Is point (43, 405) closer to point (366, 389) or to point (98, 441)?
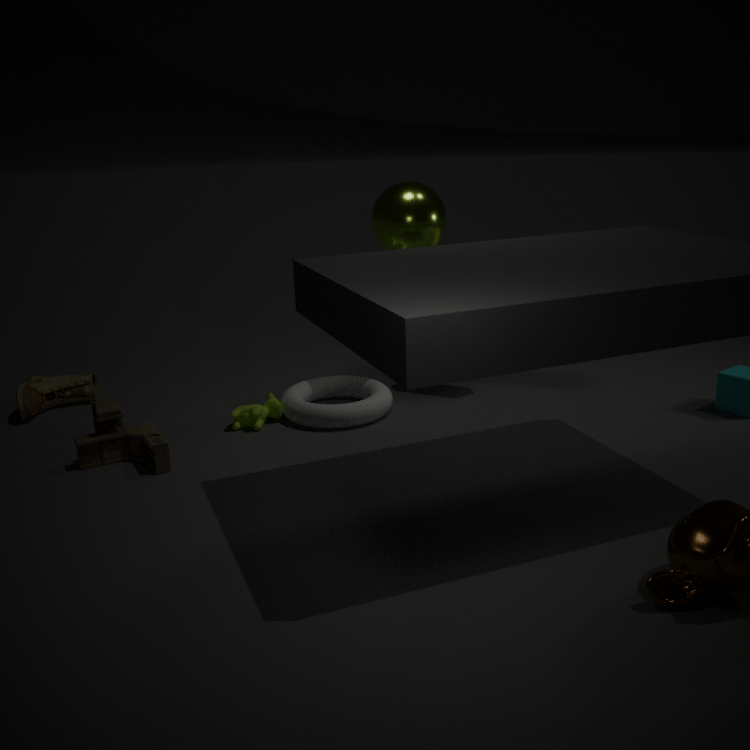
point (98, 441)
